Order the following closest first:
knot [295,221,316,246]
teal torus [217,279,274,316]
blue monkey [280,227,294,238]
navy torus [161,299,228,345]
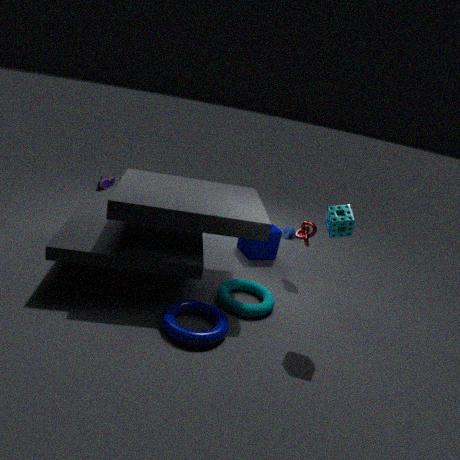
navy torus [161,299,228,345] → teal torus [217,279,274,316] → knot [295,221,316,246] → blue monkey [280,227,294,238]
